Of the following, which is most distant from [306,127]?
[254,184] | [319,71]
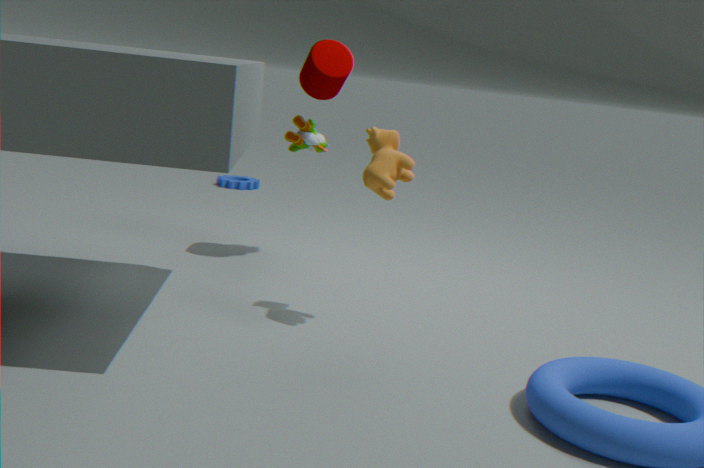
[254,184]
